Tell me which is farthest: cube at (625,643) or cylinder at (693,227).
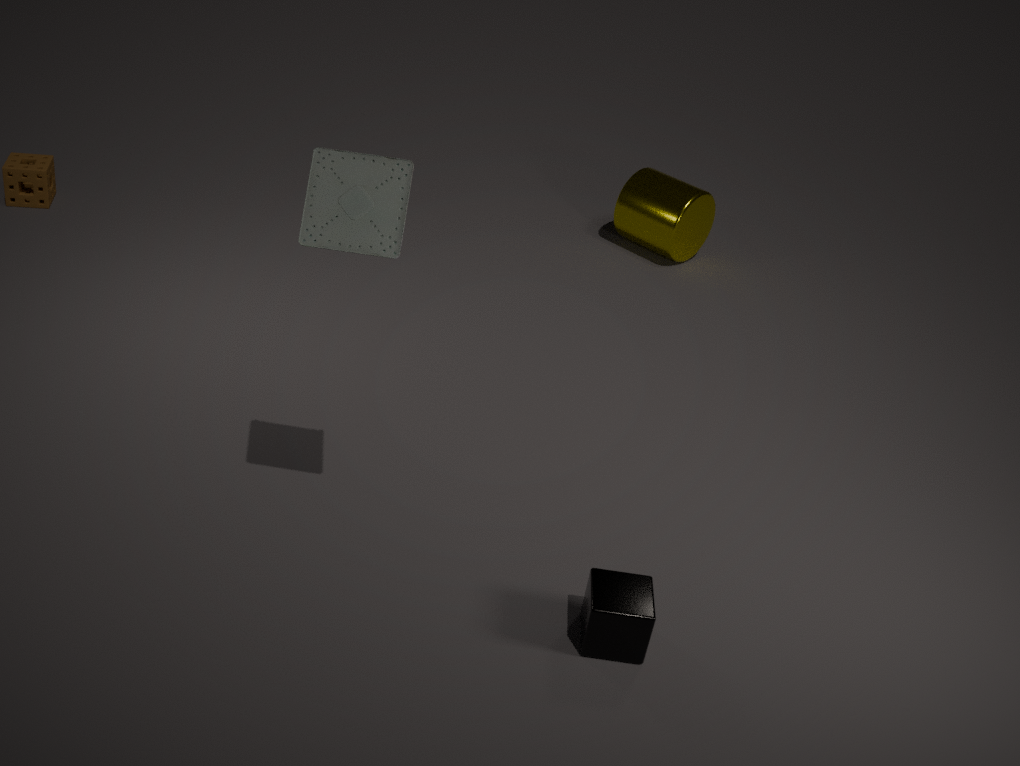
cylinder at (693,227)
